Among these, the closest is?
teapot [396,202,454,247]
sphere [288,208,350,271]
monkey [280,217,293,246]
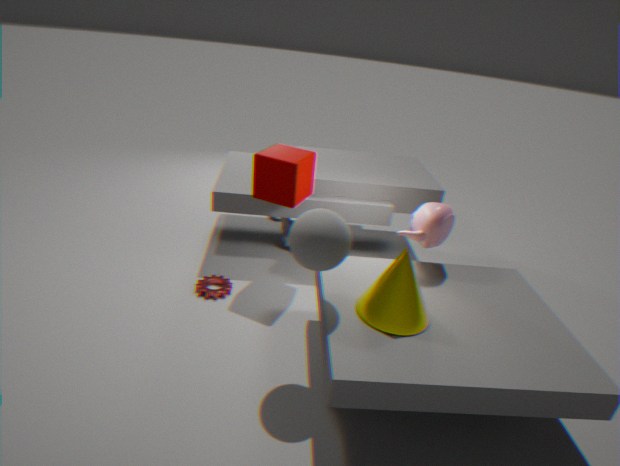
sphere [288,208,350,271]
